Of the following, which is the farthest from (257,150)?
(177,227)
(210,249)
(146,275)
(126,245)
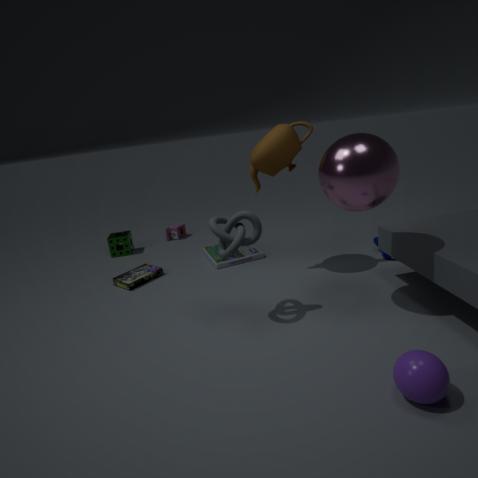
(126,245)
